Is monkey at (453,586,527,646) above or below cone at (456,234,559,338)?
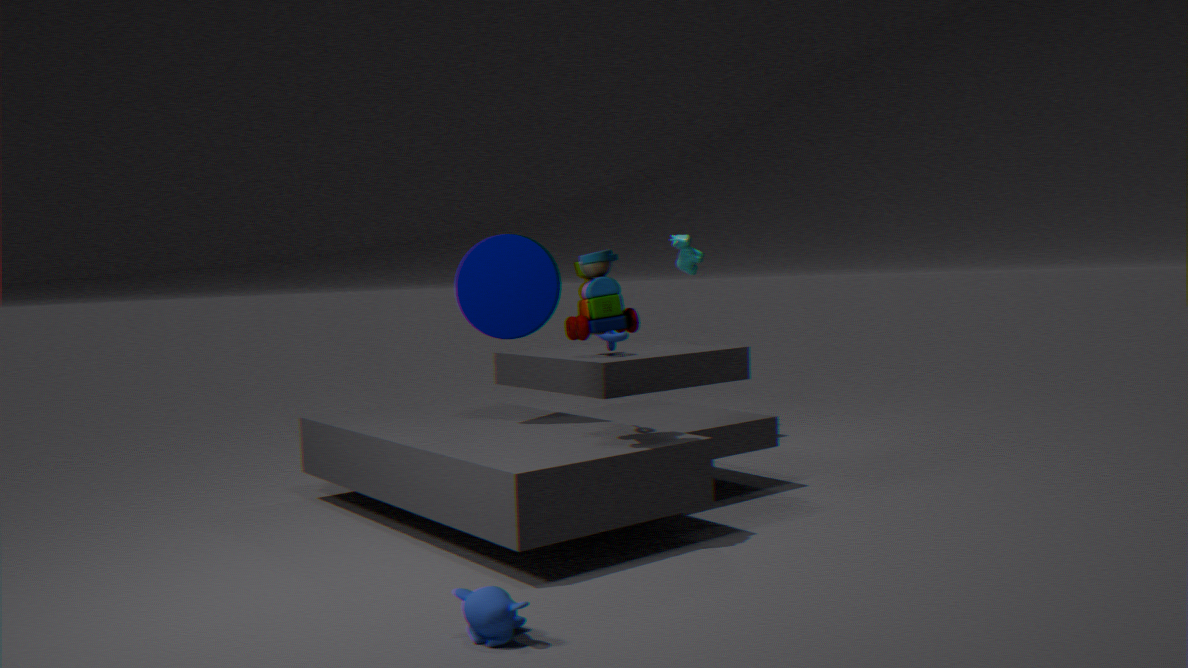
below
